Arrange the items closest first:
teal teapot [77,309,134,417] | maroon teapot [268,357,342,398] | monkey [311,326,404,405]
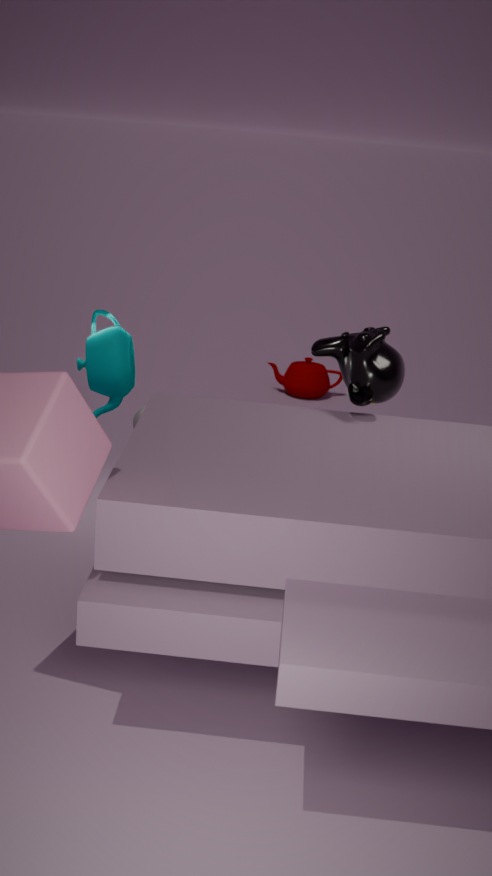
monkey [311,326,404,405] → teal teapot [77,309,134,417] → maroon teapot [268,357,342,398]
